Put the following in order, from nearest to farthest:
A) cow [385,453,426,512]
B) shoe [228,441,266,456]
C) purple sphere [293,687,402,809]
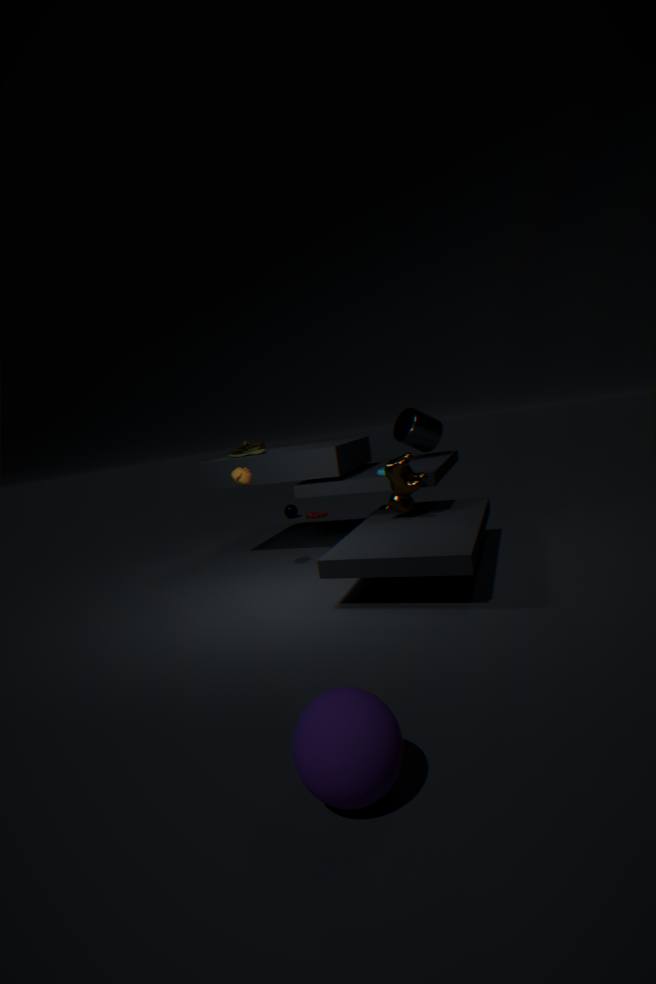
purple sphere [293,687,402,809]
cow [385,453,426,512]
shoe [228,441,266,456]
